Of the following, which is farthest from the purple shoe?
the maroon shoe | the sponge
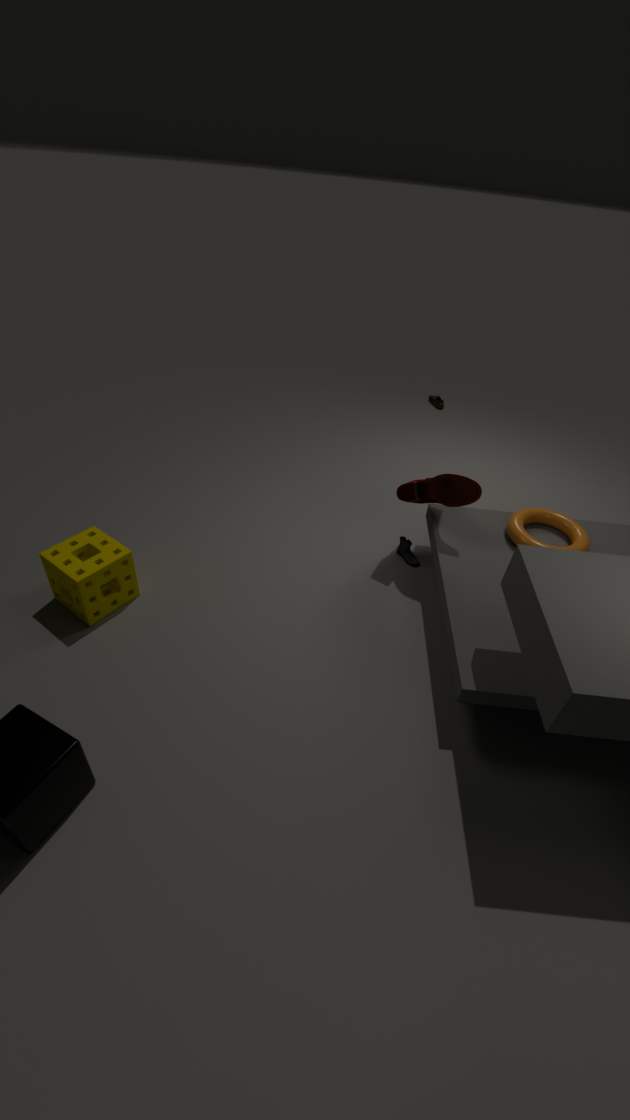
the sponge
